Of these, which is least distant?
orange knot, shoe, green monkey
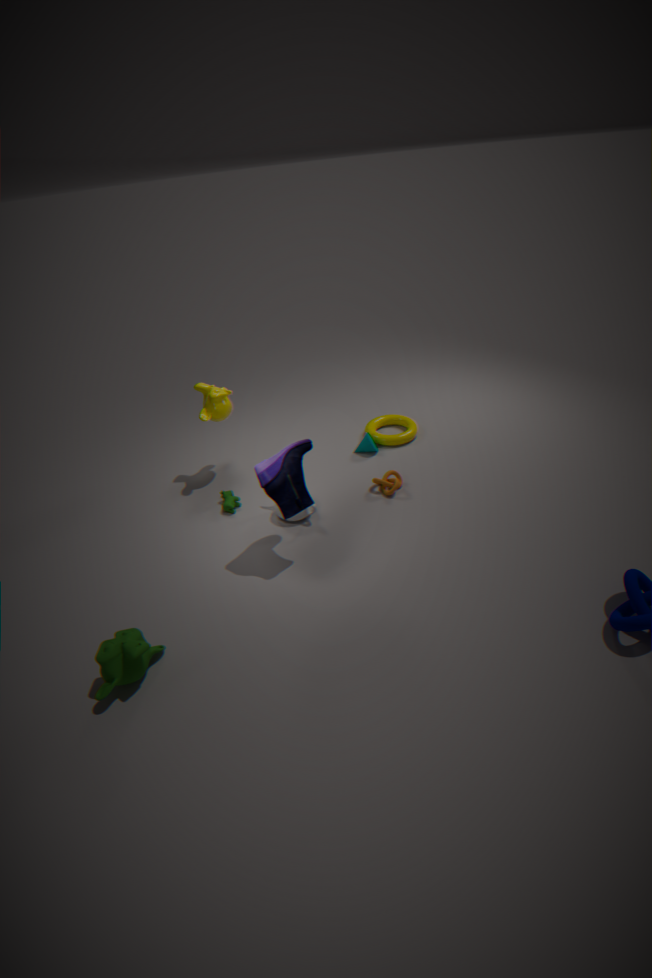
green monkey
